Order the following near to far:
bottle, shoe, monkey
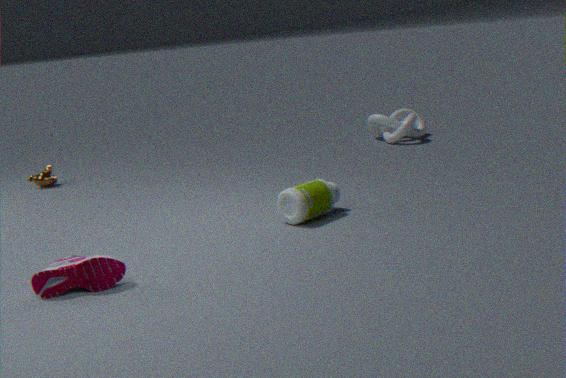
shoe → bottle → monkey
